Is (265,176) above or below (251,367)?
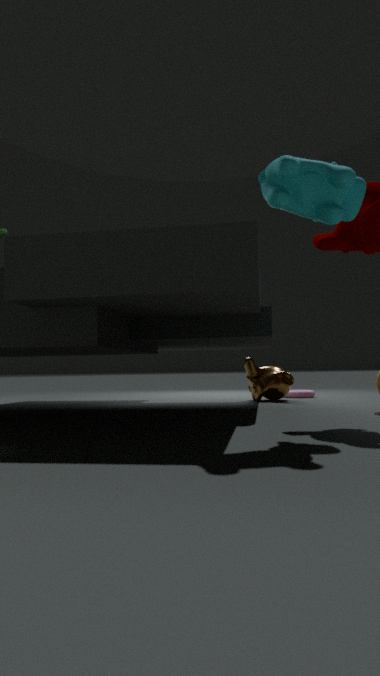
above
